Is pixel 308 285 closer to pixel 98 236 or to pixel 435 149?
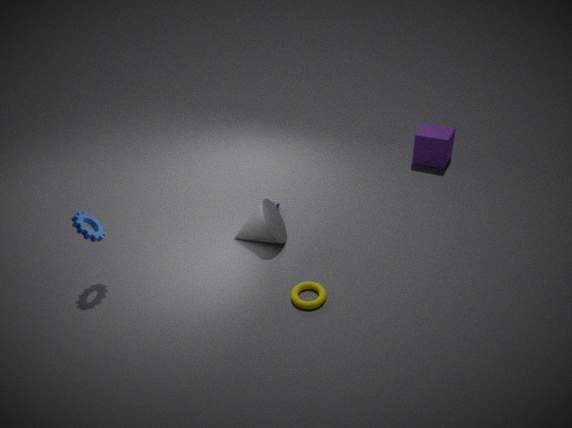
pixel 98 236
